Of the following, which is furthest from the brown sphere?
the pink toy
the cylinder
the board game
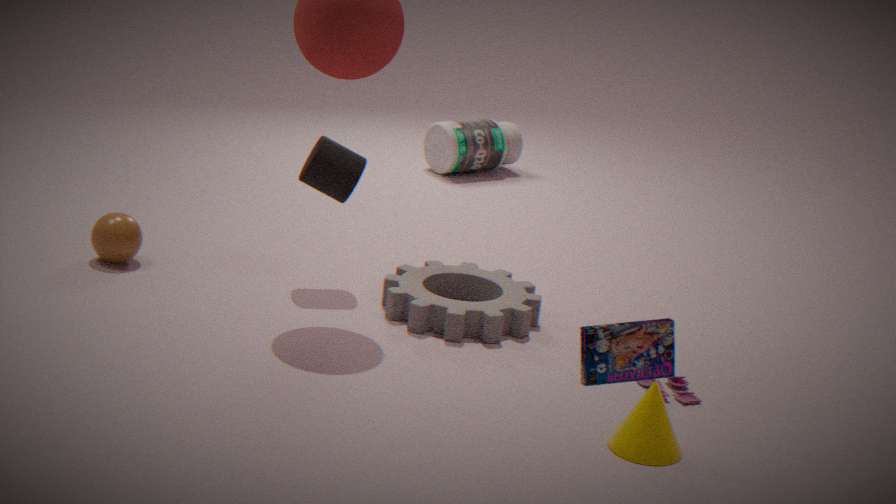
Answer: the board game
